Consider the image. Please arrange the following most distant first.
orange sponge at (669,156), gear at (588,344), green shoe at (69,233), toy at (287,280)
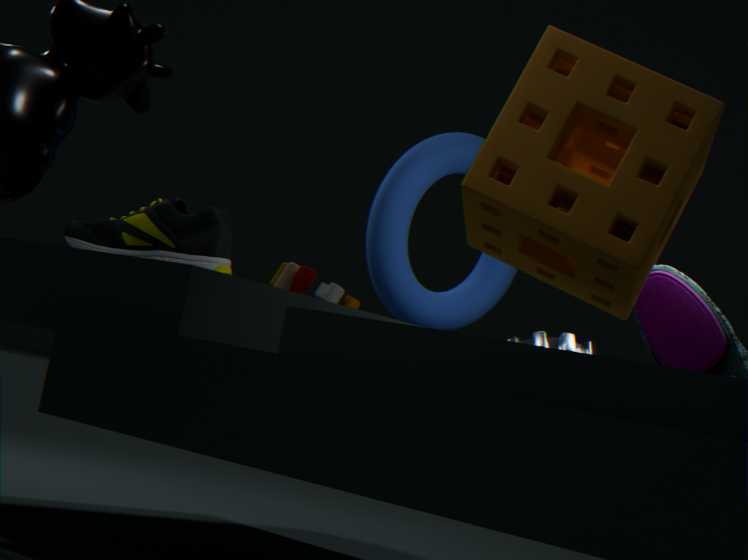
toy at (287,280)
gear at (588,344)
green shoe at (69,233)
orange sponge at (669,156)
